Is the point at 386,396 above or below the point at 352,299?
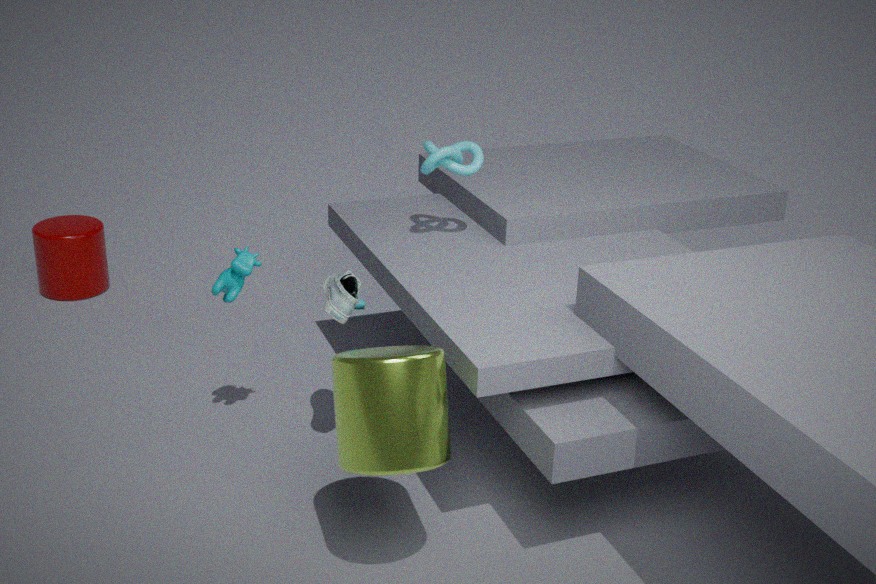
below
